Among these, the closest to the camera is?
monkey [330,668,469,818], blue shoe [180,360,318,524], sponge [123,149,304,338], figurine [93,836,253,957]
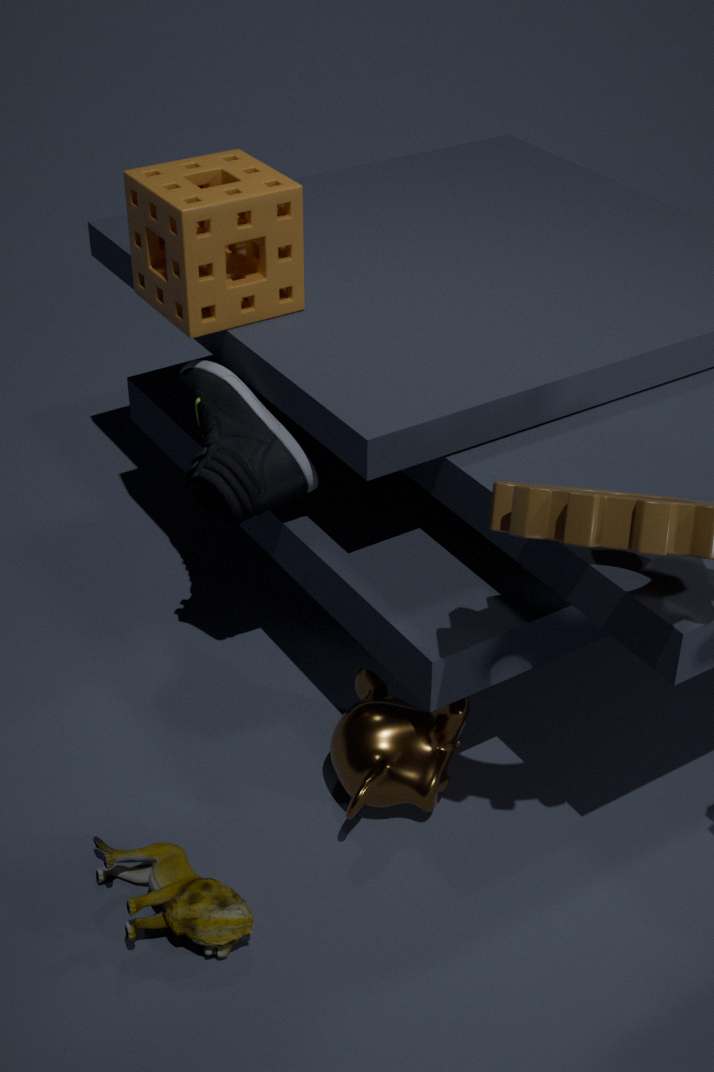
figurine [93,836,253,957]
